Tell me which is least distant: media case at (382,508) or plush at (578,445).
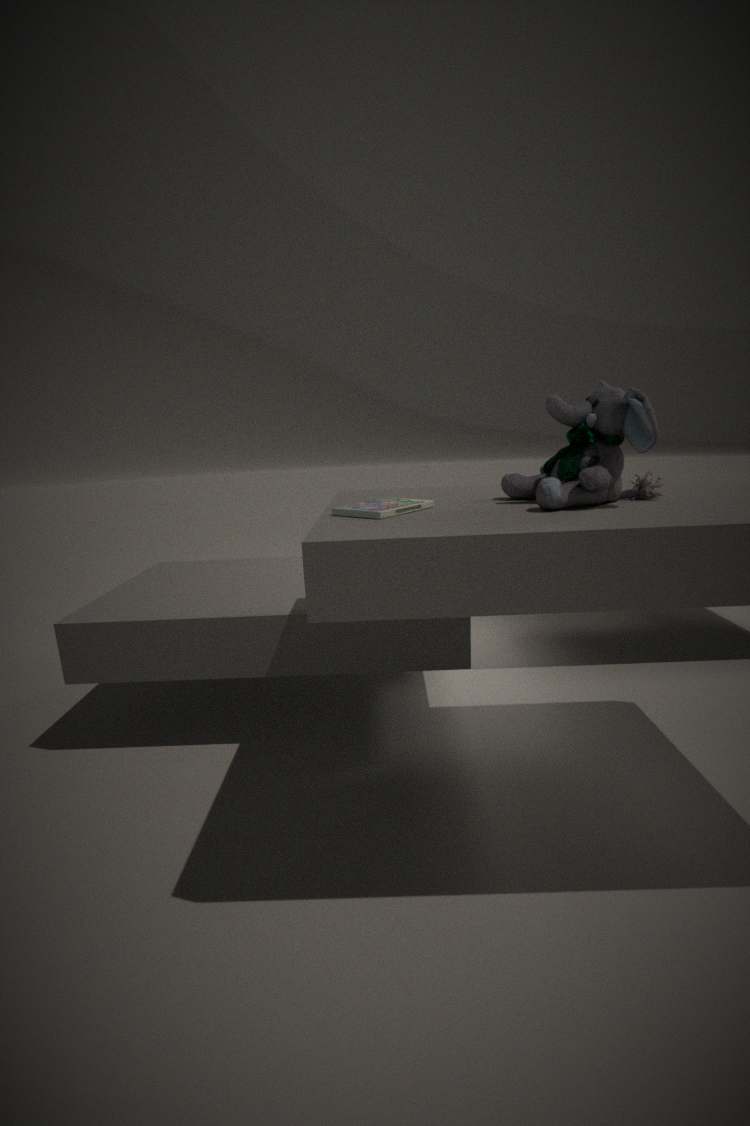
plush at (578,445)
